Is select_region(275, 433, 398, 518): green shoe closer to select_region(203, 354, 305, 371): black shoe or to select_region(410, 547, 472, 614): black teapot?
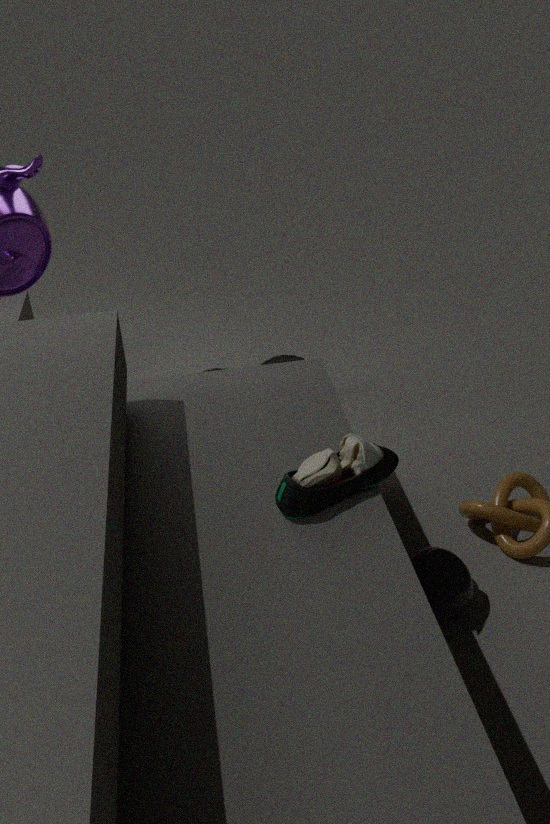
select_region(410, 547, 472, 614): black teapot
